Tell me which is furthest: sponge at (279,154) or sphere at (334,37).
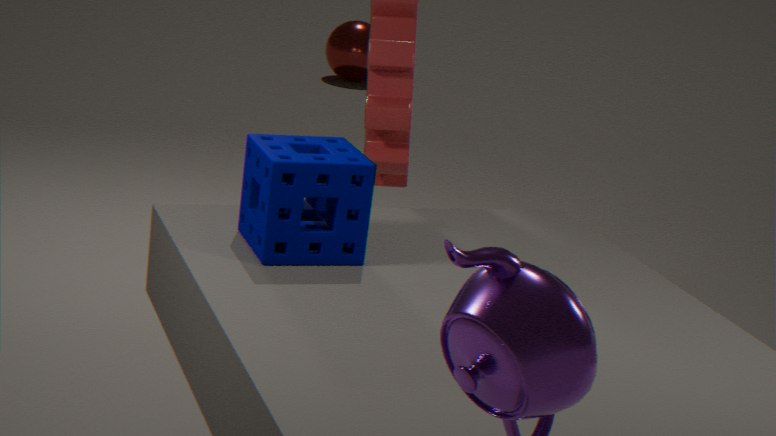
sphere at (334,37)
